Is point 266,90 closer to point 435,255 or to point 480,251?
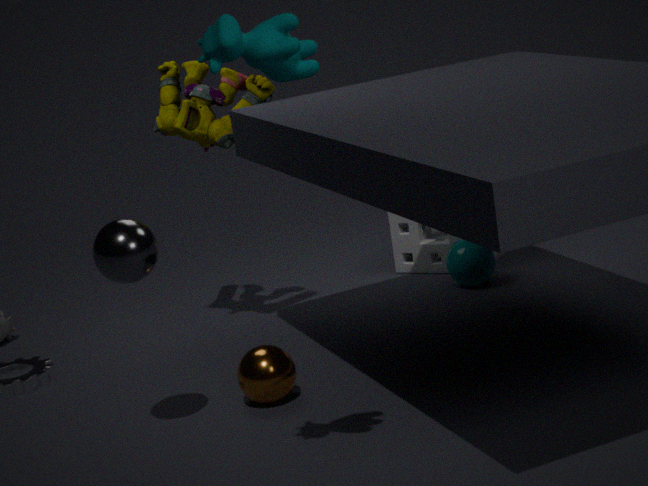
point 480,251
